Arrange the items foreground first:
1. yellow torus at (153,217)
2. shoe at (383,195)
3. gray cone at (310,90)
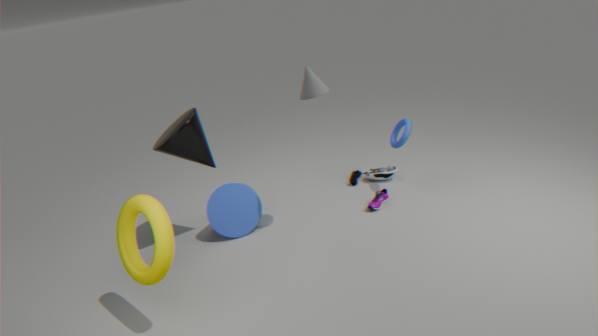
1. yellow torus at (153,217)
2. gray cone at (310,90)
3. shoe at (383,195)
